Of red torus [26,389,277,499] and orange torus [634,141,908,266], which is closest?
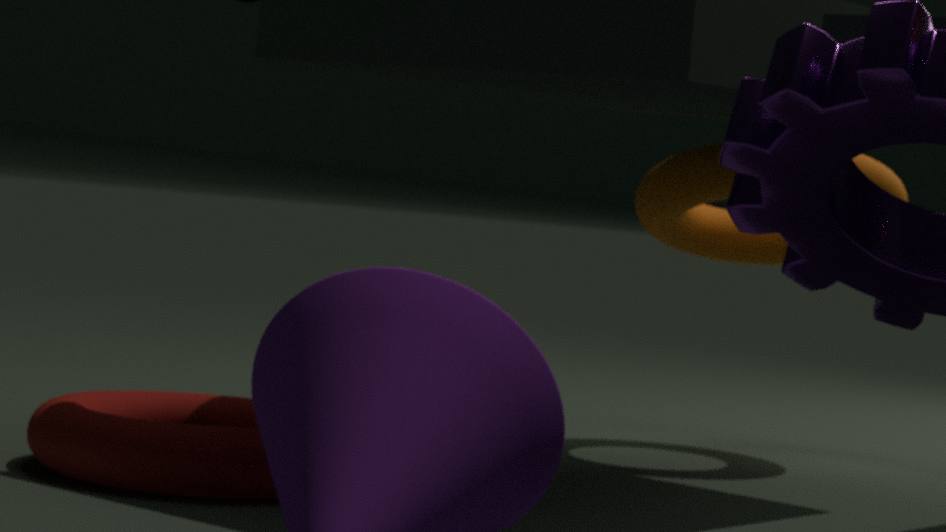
red torus [26,389,277,499]
